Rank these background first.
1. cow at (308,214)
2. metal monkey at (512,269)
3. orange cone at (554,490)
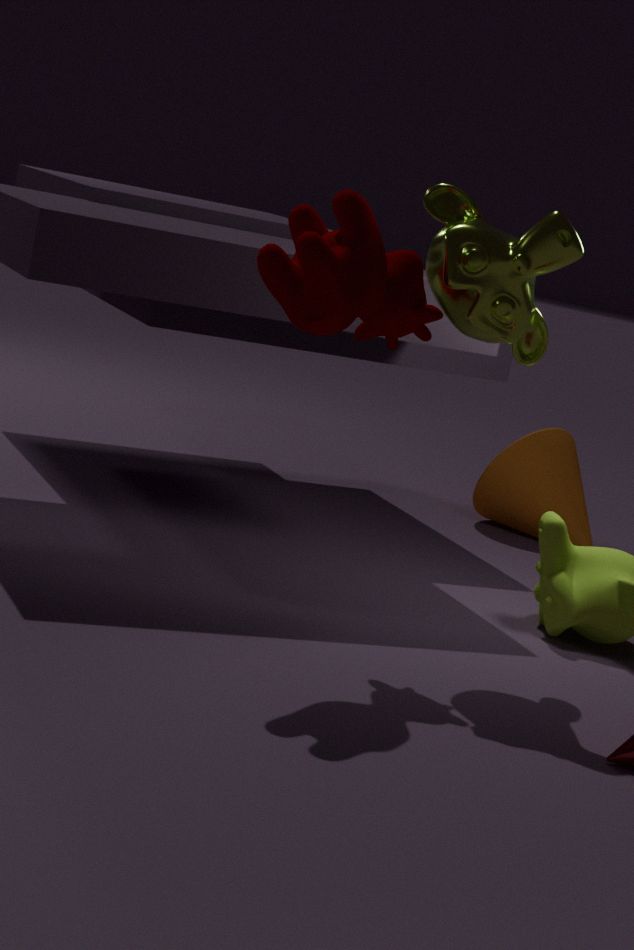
orange cone at (554,490) < metal monkey at (512,269) < cow at (308,214)
